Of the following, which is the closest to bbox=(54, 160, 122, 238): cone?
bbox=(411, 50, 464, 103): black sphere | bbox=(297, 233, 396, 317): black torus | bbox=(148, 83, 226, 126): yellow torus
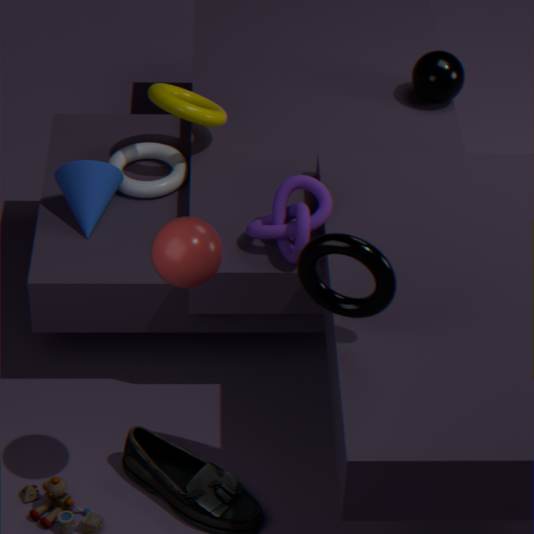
bbox=(148, 83, 226, 126): yellow torus
